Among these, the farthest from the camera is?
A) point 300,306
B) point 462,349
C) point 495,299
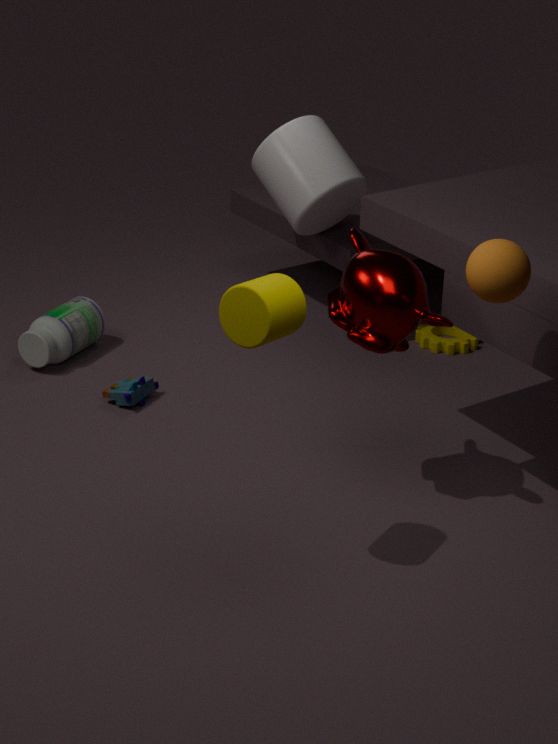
point 462,349
